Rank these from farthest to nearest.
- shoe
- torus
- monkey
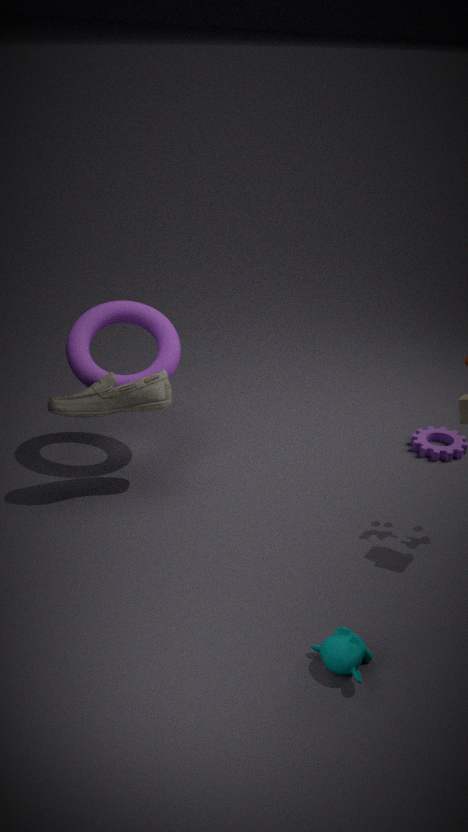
torus
shoe
monkey
